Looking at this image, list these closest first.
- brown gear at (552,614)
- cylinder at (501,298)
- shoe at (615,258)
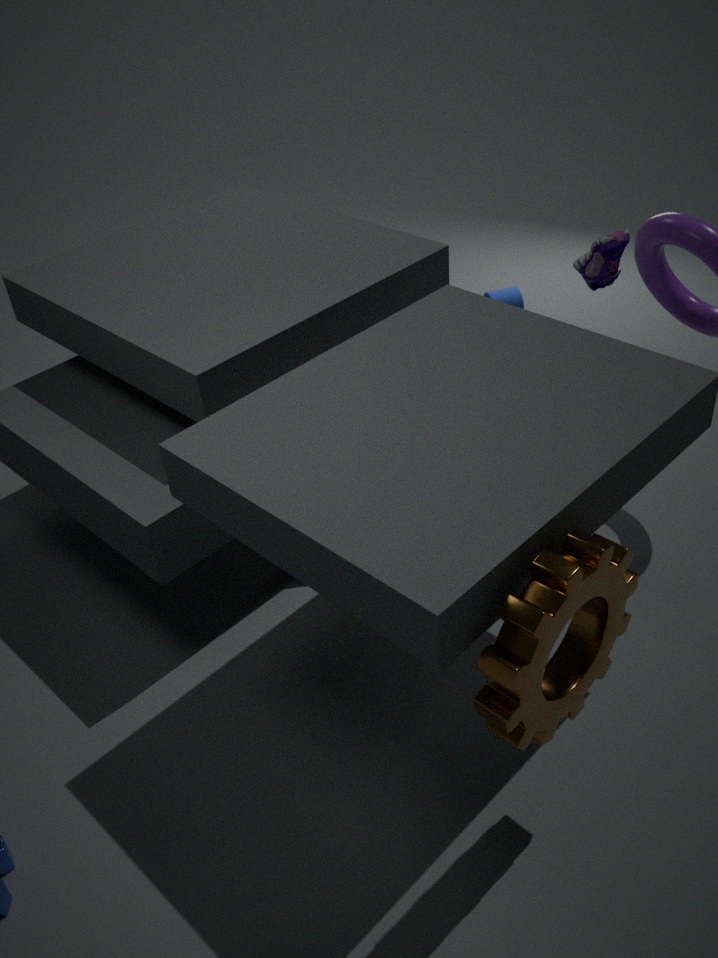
brown gear at (552,614) < shoe at (615,258) < cylinder at (501,298)
